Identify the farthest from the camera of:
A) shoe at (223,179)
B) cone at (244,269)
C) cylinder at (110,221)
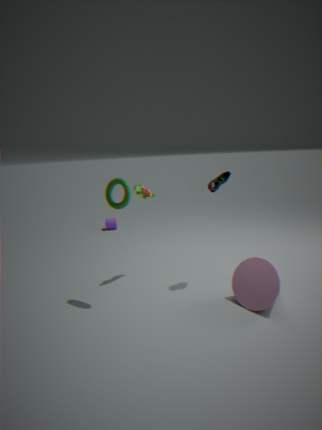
cylinder at (110,221)
